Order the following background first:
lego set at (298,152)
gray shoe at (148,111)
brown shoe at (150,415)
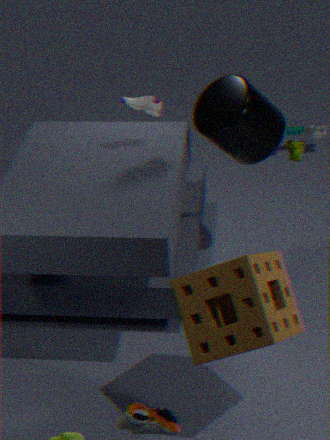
lego set at (298,152)
gray shoe at (148,111)
brown shoe at (150,415)
